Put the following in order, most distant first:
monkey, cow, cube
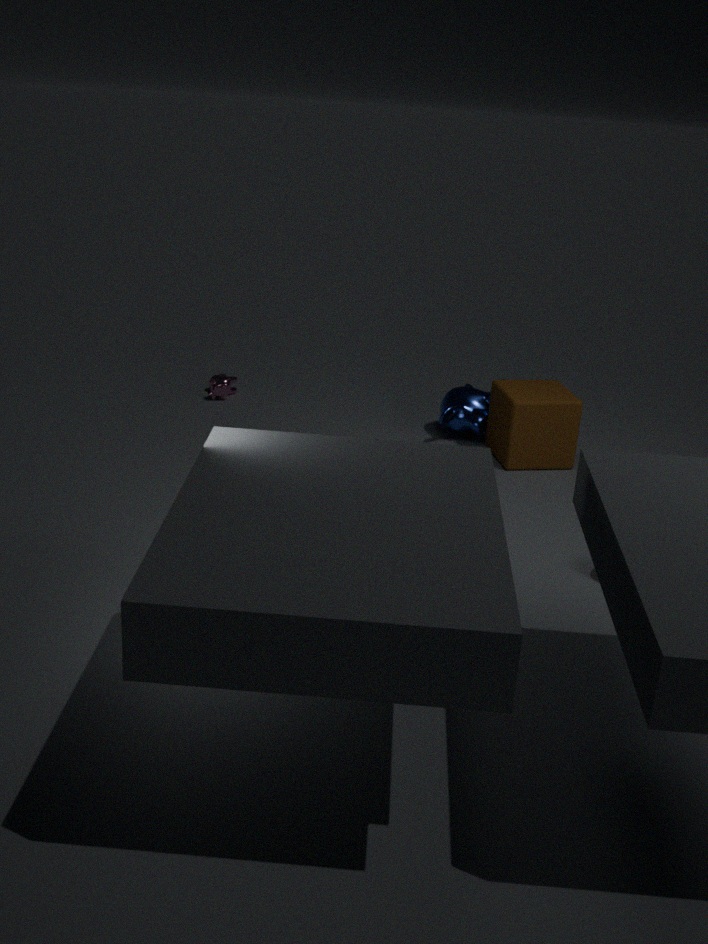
1. cow
2. monkey
3. cube
